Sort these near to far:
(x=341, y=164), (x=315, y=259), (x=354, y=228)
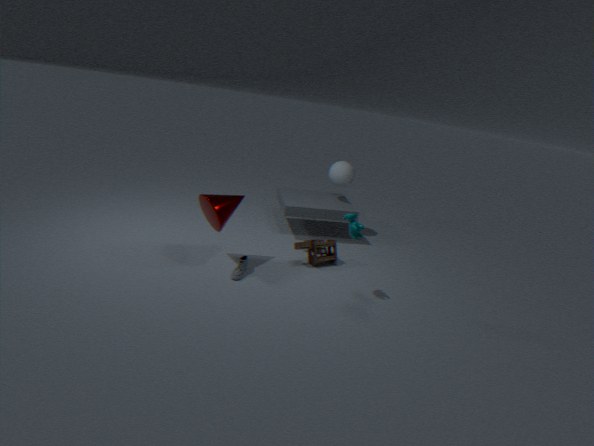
(x=354, y=228) → (x=315, y=259) → (x=341, y=164)
